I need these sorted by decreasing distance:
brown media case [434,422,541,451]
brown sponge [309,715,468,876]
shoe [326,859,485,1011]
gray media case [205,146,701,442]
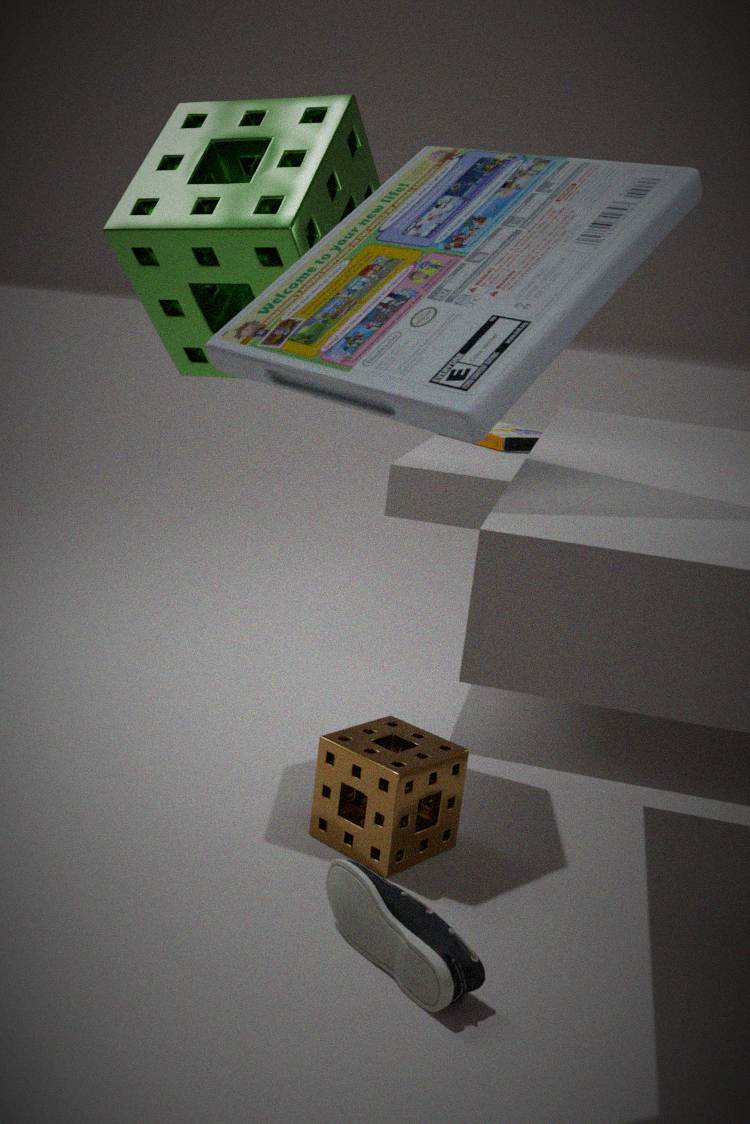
brown media case [434,422,541,451]
brown sponge [309,715,468,876]
shoe [326,859,485,1011]
gray media case [205,146,701,442]
